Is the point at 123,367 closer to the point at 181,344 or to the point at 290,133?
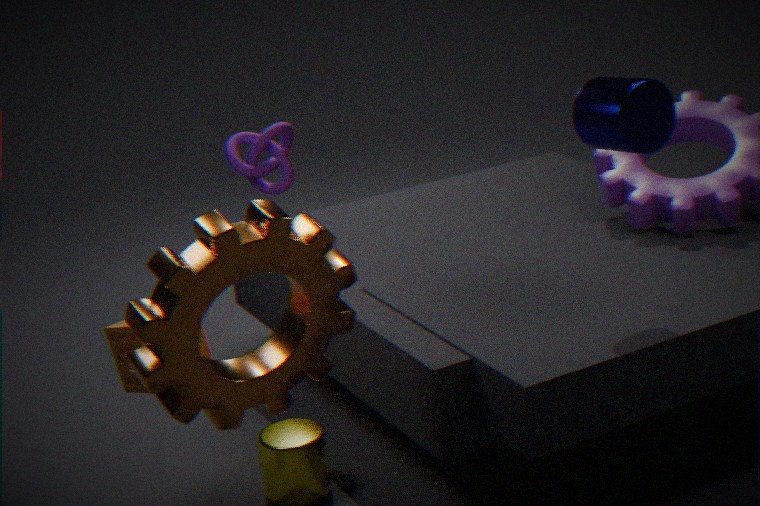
the point at 181,344
